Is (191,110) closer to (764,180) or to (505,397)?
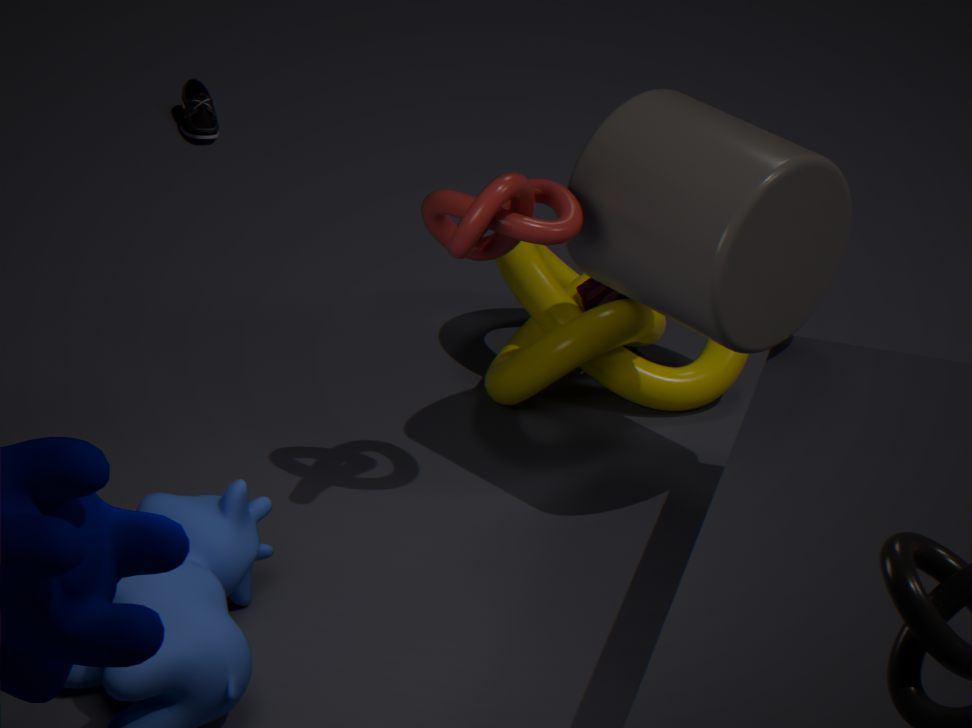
(505,397)
